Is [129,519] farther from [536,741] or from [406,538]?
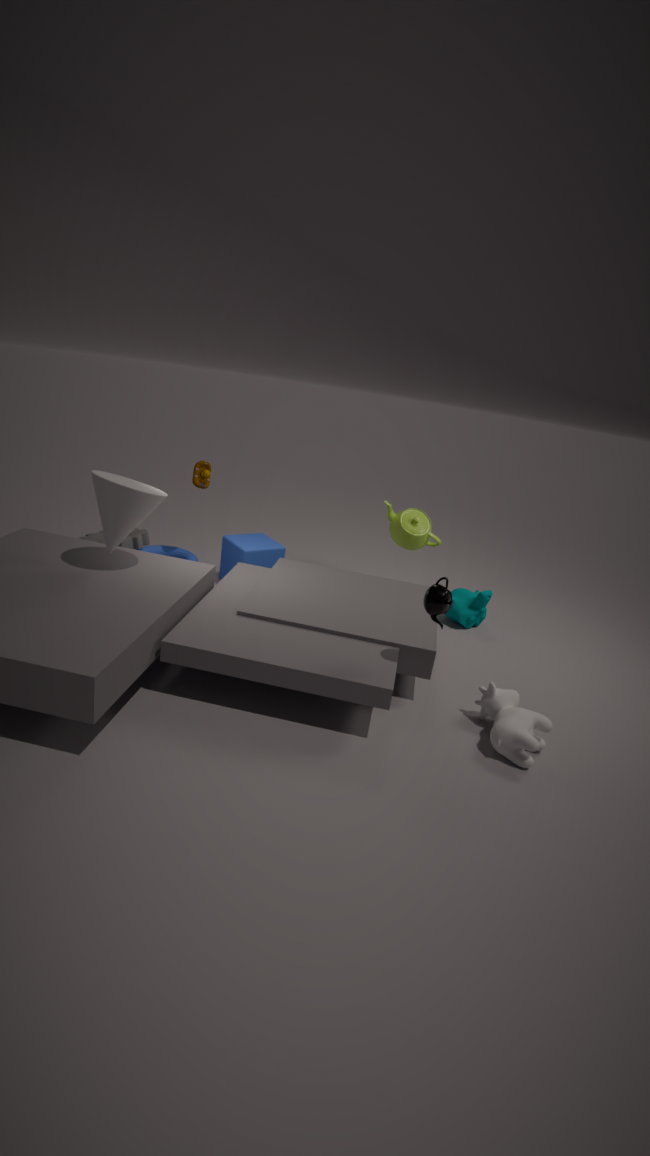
[536,741]
